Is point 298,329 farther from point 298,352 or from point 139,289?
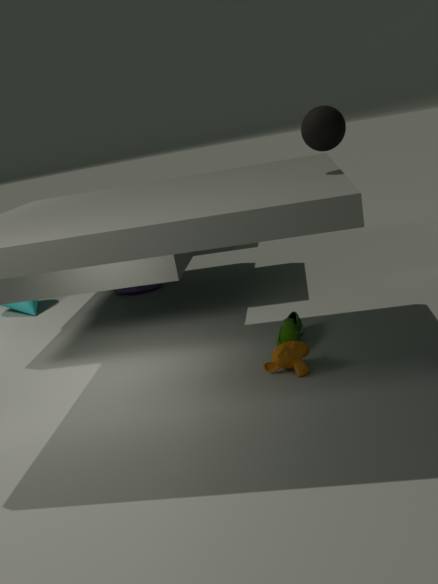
point 139,289
